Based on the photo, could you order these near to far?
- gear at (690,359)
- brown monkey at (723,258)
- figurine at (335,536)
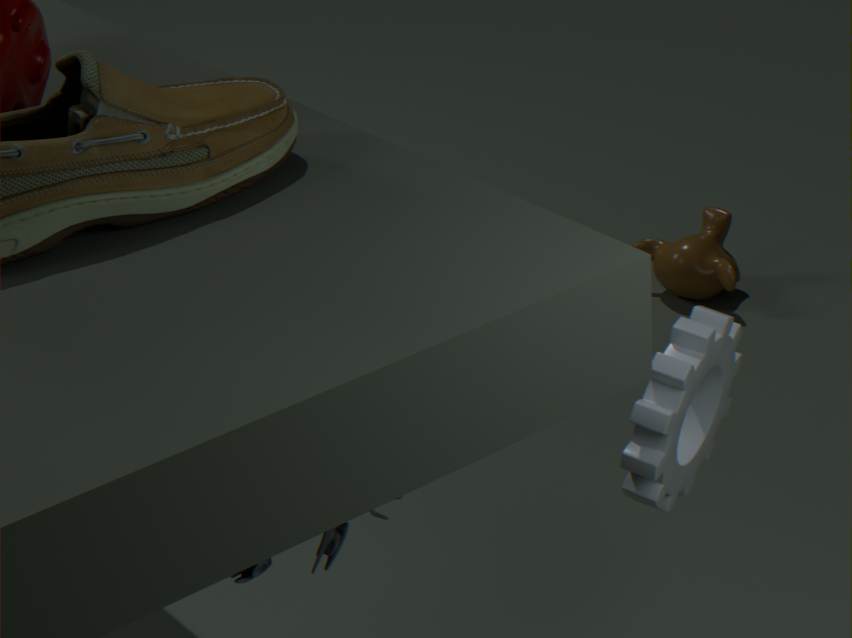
figurine at (335,536)
gear at (690,359)
brown monkey at (723,258)
